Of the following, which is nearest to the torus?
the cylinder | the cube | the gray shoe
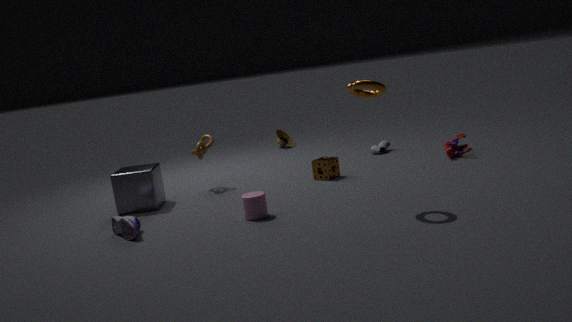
the cylinder
